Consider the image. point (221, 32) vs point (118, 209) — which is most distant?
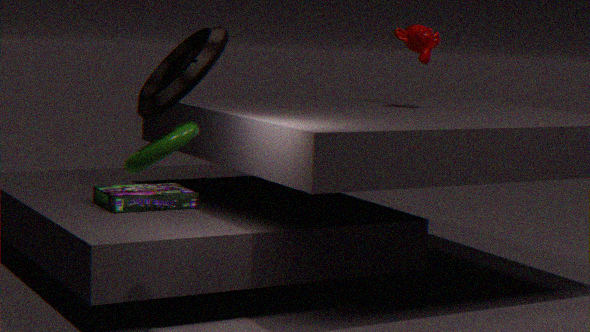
point (118, 209)
